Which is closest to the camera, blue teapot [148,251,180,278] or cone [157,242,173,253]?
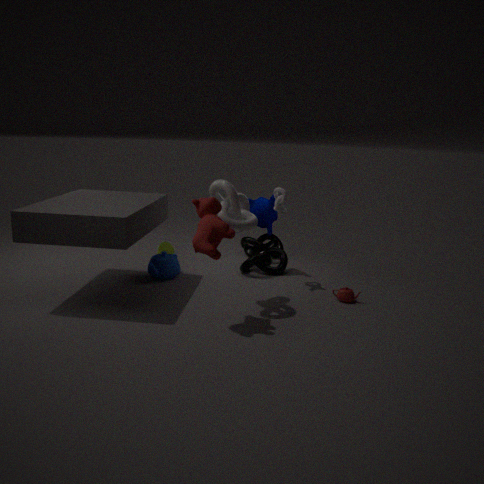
blue teapot [148,251,180,278]
